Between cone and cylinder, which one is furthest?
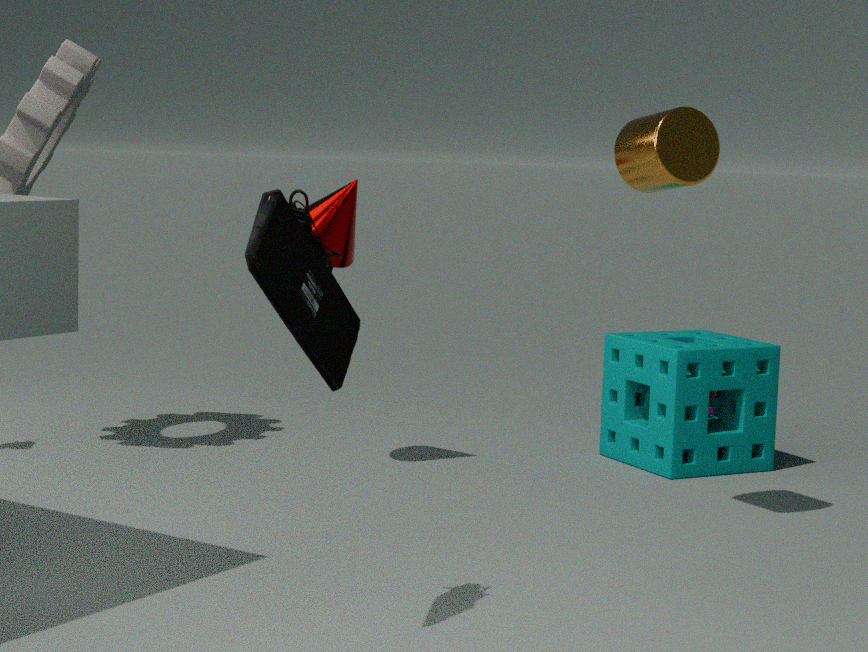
cone
